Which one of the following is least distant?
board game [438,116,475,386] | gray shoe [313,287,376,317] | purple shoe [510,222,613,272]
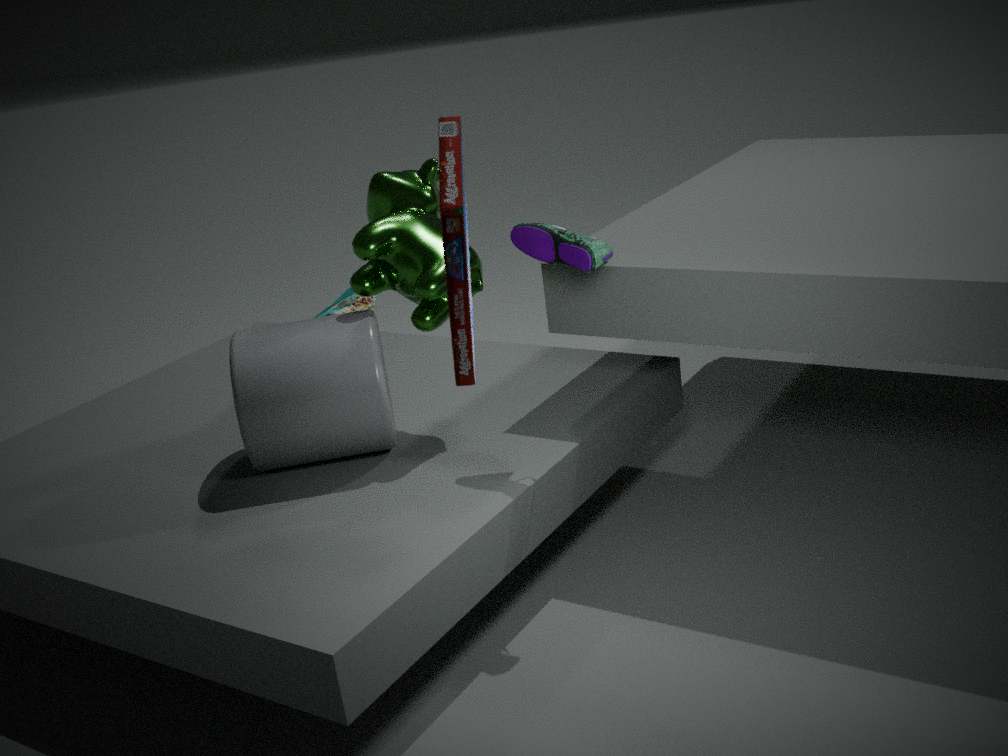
board game [438,116,475,386]
